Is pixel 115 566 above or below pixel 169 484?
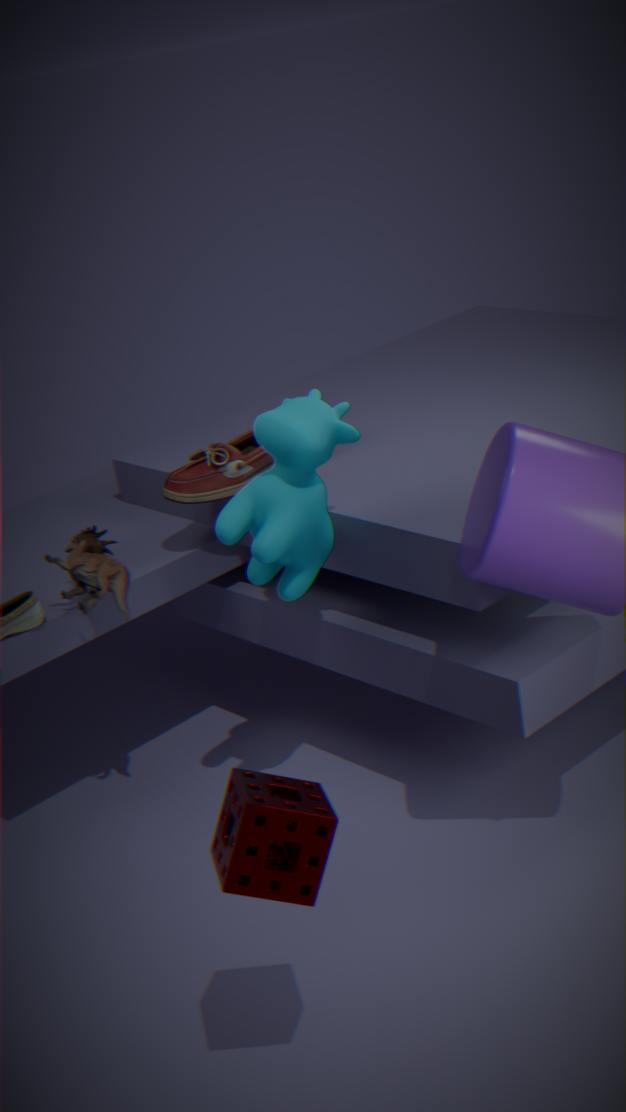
below
